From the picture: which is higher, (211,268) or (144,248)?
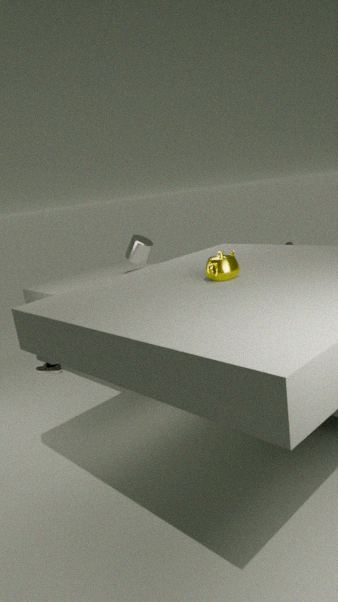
(211,268)
